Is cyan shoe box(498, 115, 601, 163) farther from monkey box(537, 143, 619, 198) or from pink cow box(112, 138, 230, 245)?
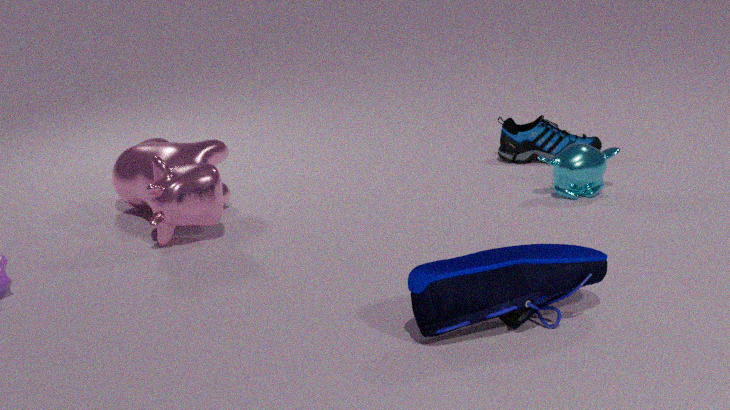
pink cow box(112, 138, 230, 245)
